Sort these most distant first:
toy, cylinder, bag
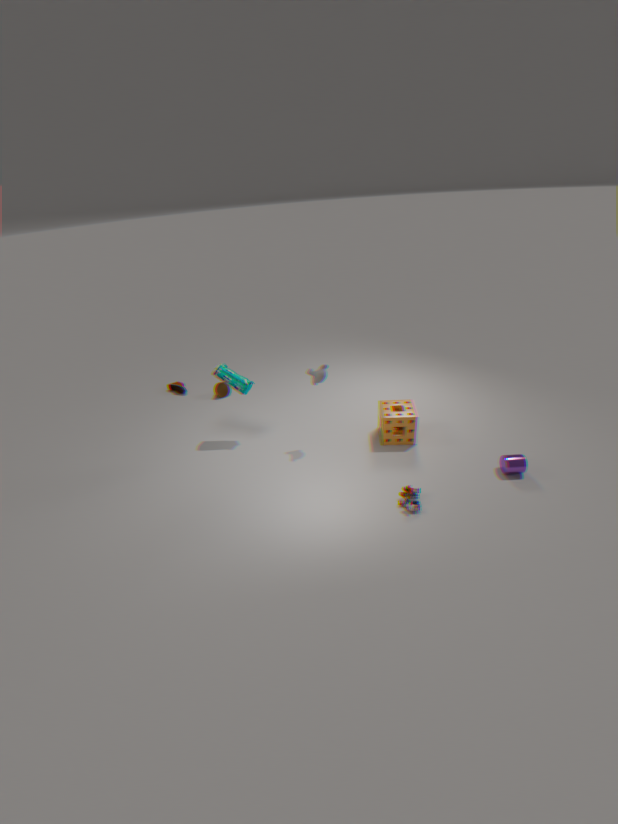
bag → cylinder → toy
